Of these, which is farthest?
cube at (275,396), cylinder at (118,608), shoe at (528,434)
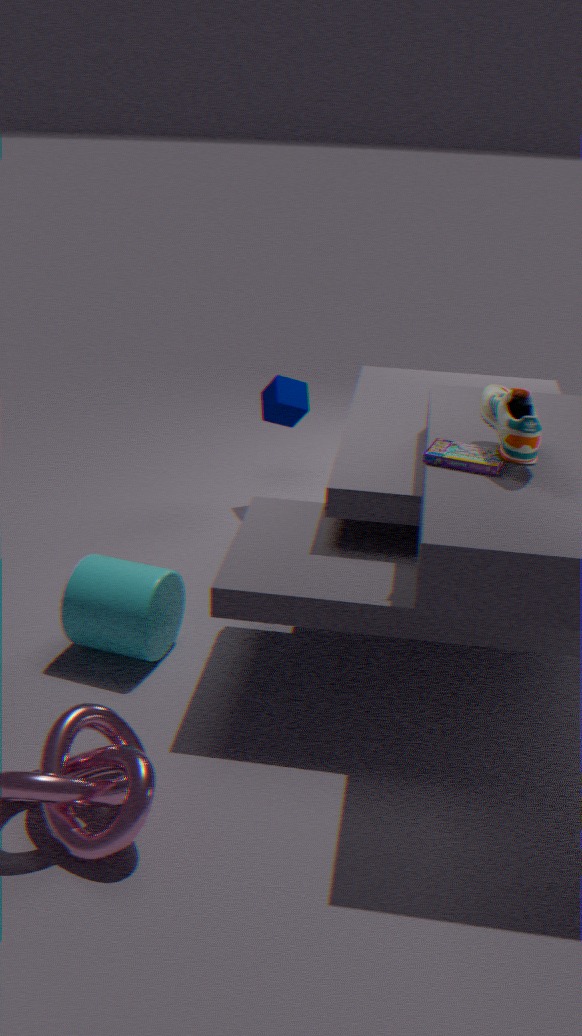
cube at (275,396)
